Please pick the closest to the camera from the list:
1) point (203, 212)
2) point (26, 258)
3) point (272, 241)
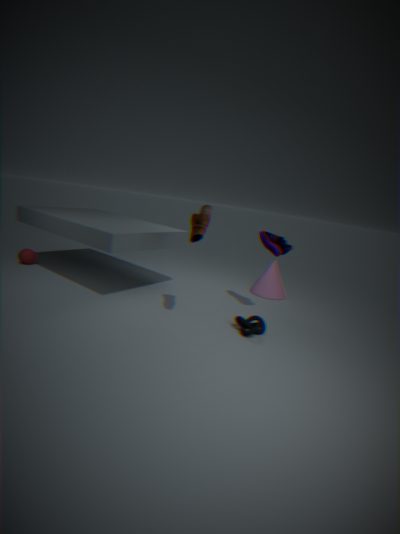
1. point (203, 212)
